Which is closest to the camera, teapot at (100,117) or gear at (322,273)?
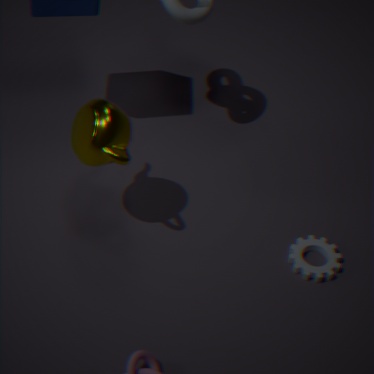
teapot at (100,117)
